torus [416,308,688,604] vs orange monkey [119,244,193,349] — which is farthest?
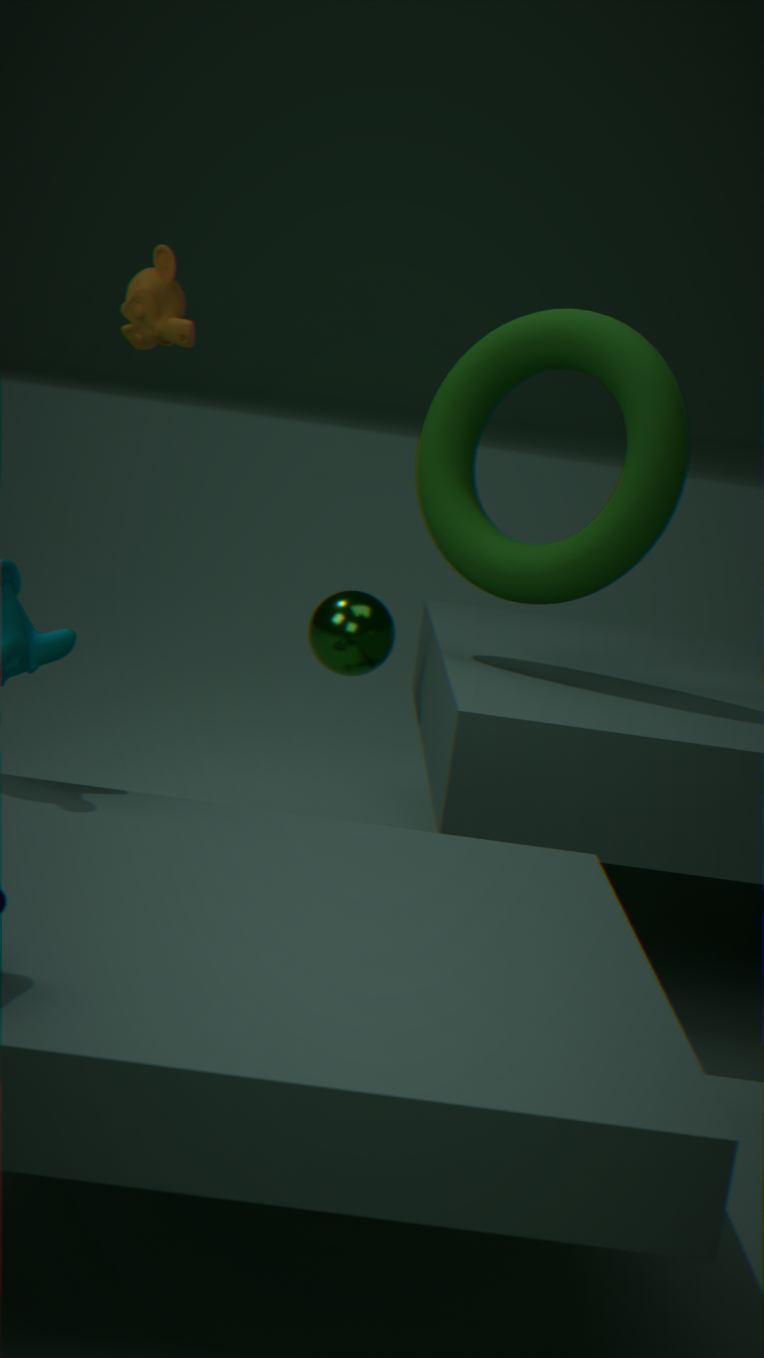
orange monkey [119,244,193,349]
